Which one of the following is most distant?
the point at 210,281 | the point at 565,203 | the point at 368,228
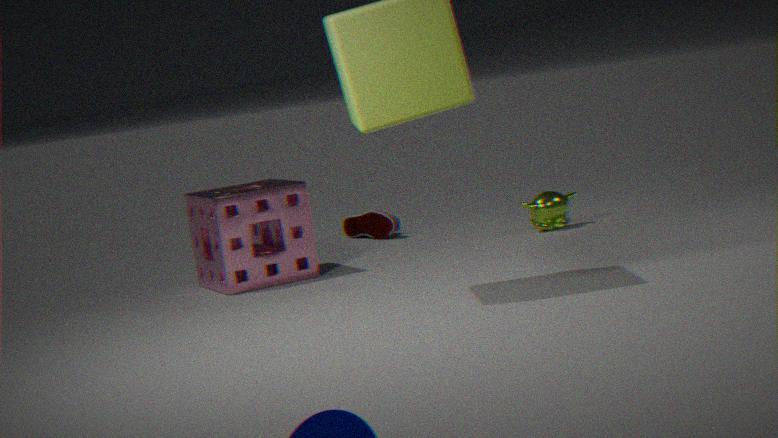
the point at 368,228
